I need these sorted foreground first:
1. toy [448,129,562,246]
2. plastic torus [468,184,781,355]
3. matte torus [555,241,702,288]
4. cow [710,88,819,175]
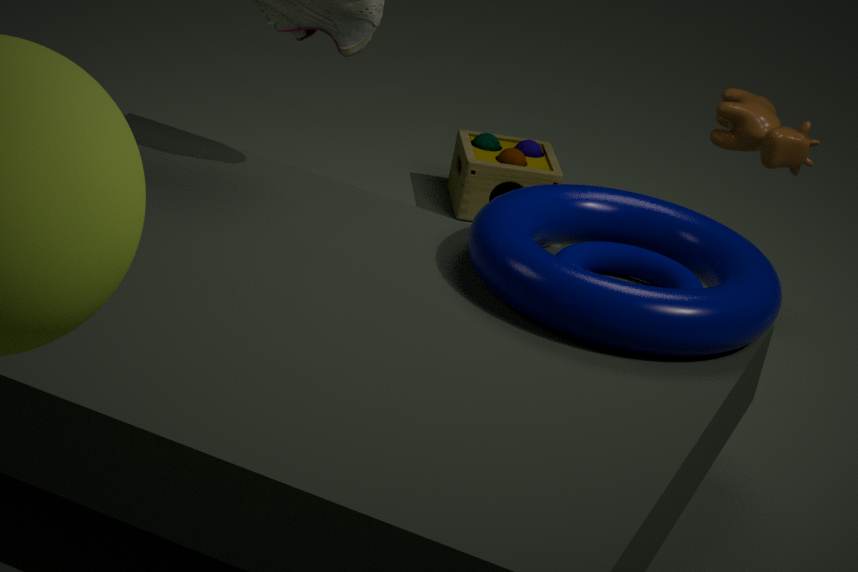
1. plastic torus [468,184,781,355]
2. matte torus [555,241,702,288]
3. cow [710,88,819,175]
4. toy [448,129,562,246]
